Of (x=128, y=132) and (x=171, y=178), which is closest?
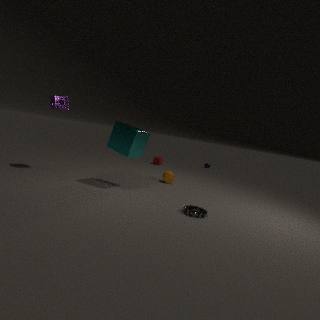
(x=128, y=132)
